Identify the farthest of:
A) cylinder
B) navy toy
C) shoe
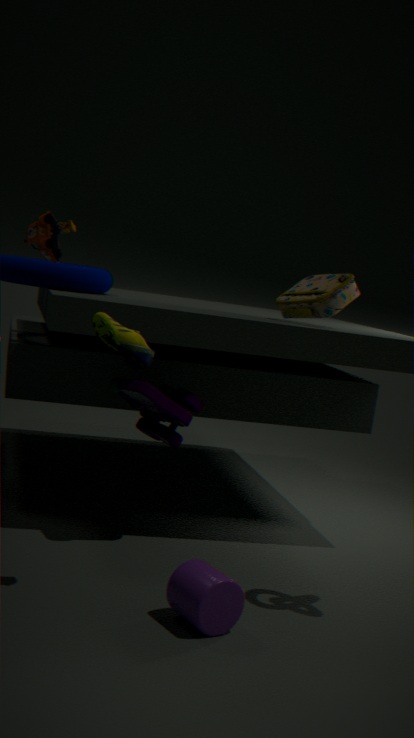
navy toy
